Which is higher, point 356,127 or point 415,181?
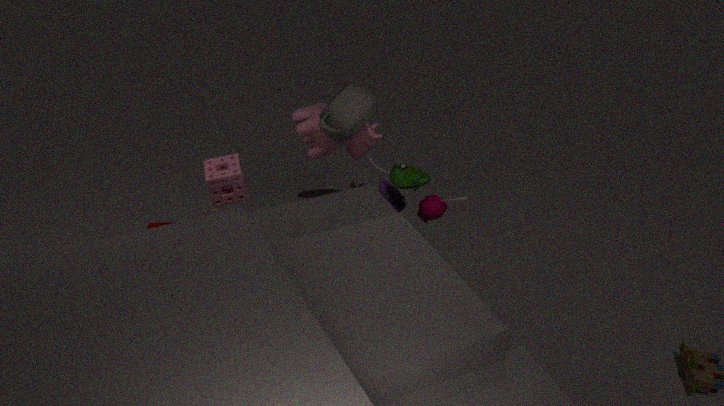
point 356,127
